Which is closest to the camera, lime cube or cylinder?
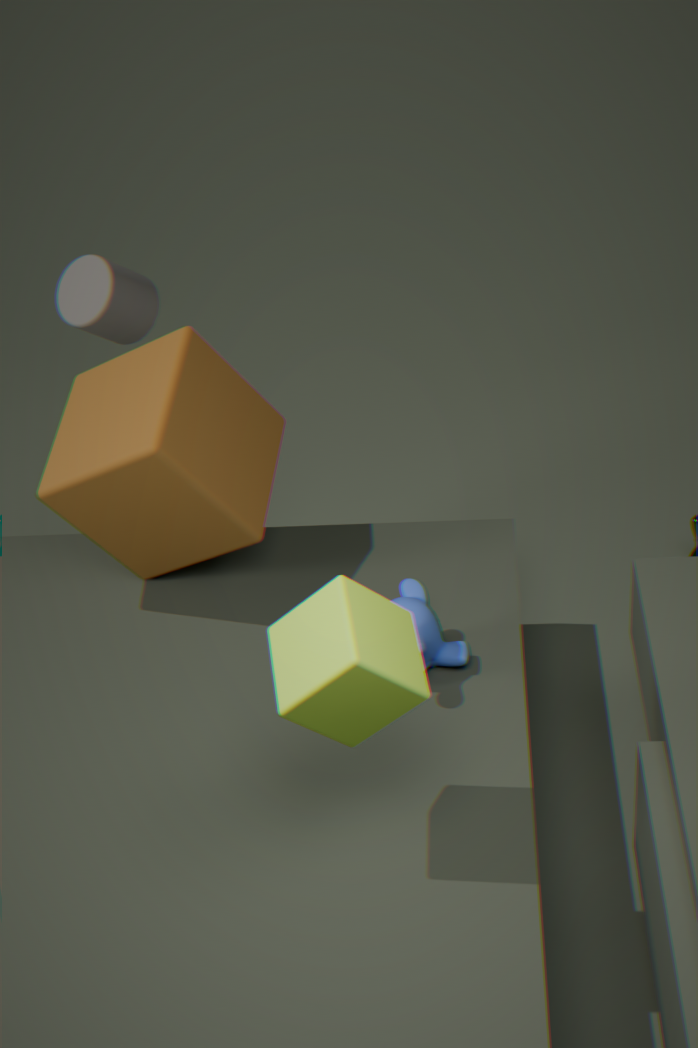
lime cube
